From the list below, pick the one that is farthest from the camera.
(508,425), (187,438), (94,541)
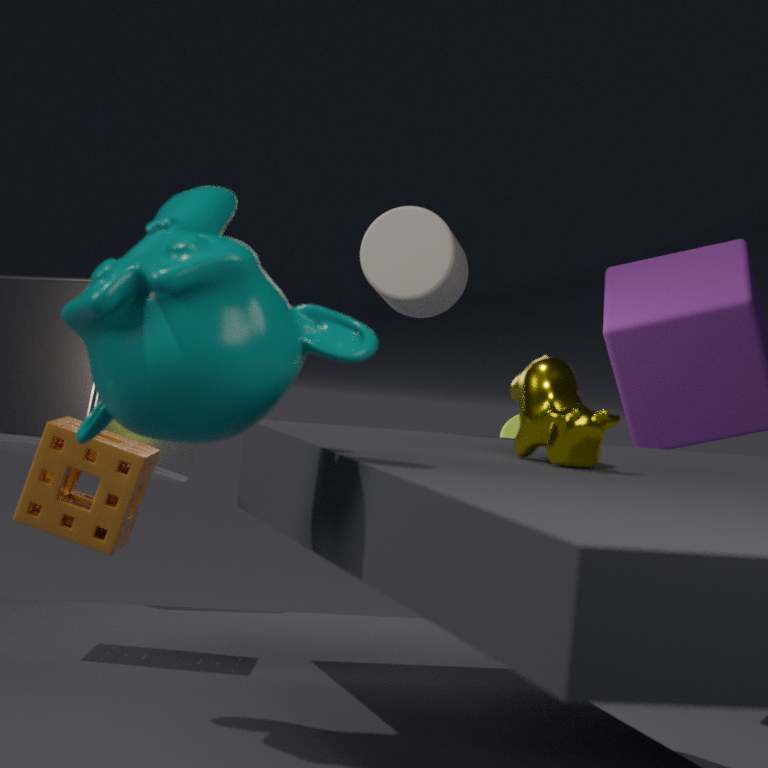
(508,425)
